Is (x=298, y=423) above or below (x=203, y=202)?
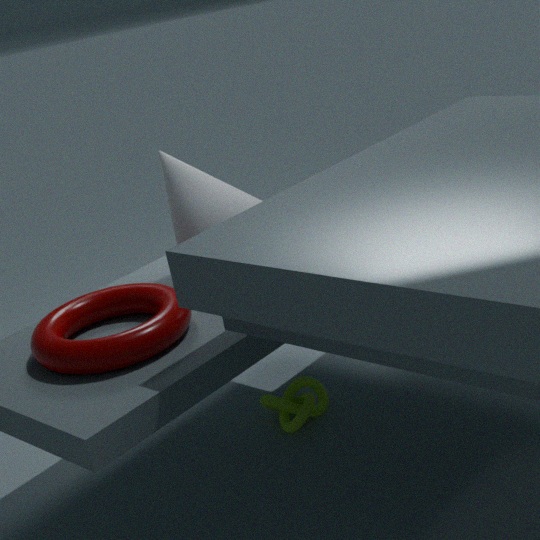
below
